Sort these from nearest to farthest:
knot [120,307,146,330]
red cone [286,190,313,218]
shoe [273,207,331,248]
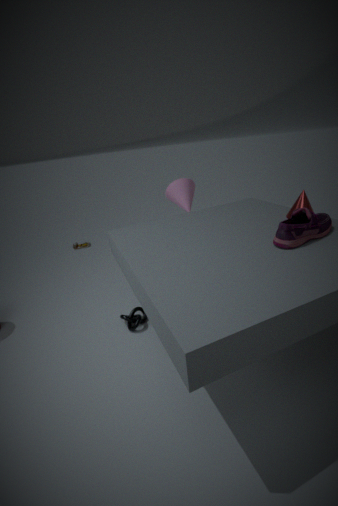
shoe [273,207,331,248], red cone [286,190,313,218], knot [120,307,146,330]
